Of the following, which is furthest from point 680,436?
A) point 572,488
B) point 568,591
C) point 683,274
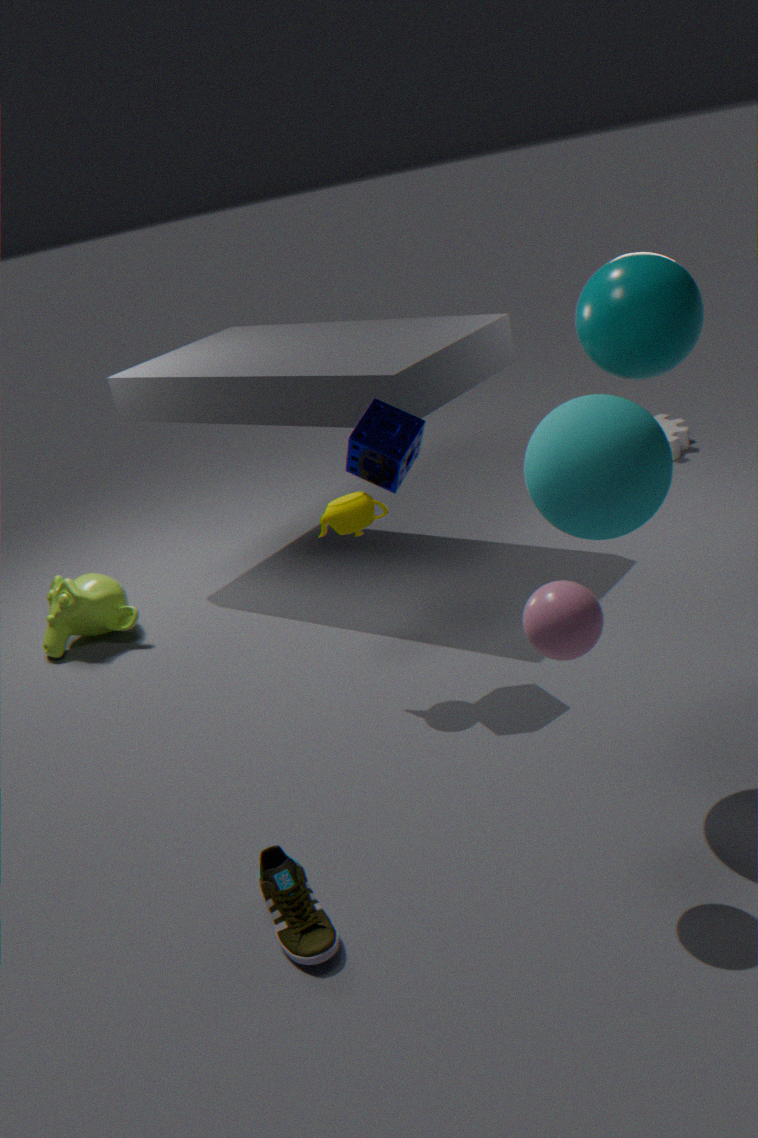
point 568,591
